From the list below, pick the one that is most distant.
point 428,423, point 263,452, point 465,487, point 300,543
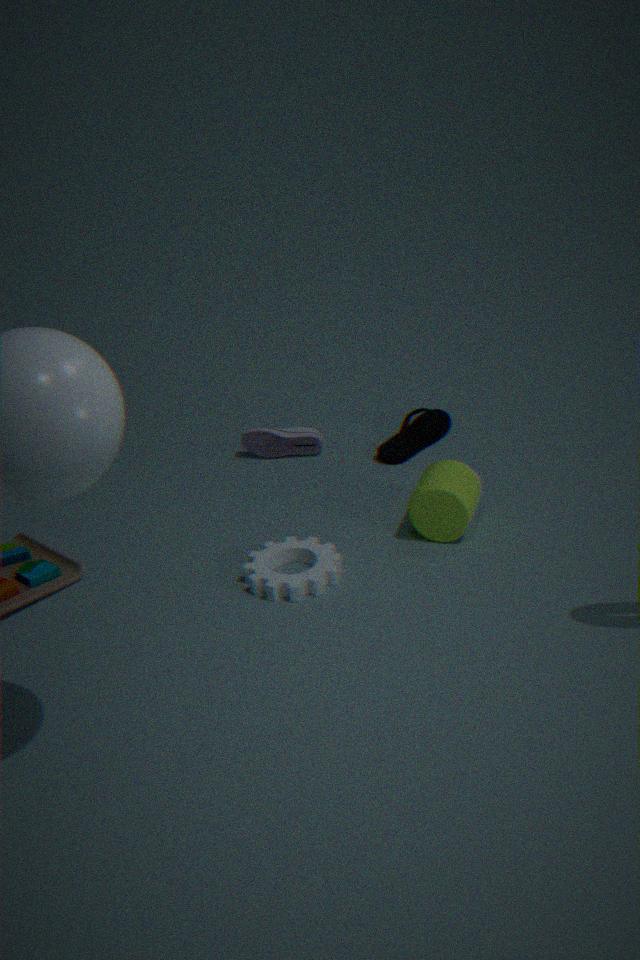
point 263,452
